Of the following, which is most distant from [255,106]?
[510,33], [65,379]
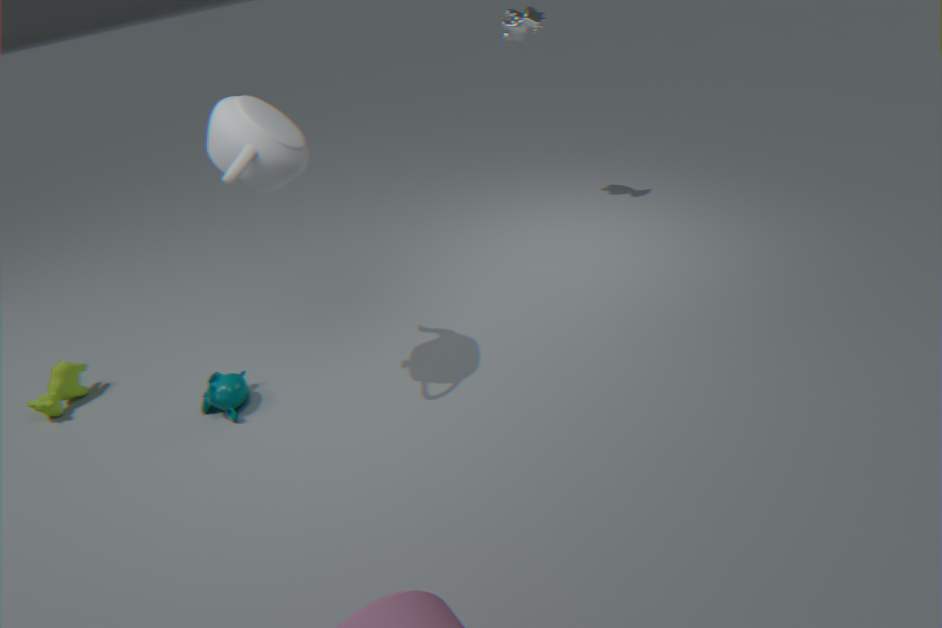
[510,33]
